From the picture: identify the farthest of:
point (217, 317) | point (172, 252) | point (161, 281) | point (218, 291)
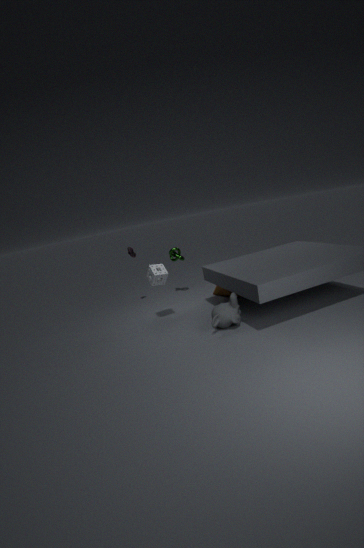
point (172, 252)
